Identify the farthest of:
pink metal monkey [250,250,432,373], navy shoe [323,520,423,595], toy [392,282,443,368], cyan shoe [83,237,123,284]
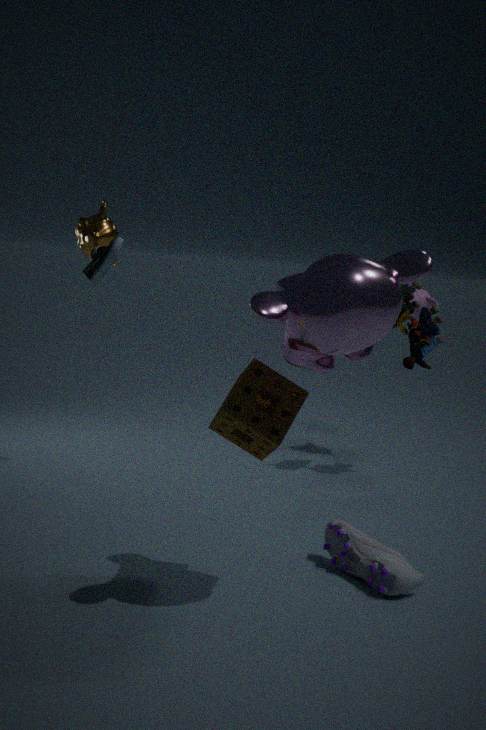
toy [392,282,443,368]
